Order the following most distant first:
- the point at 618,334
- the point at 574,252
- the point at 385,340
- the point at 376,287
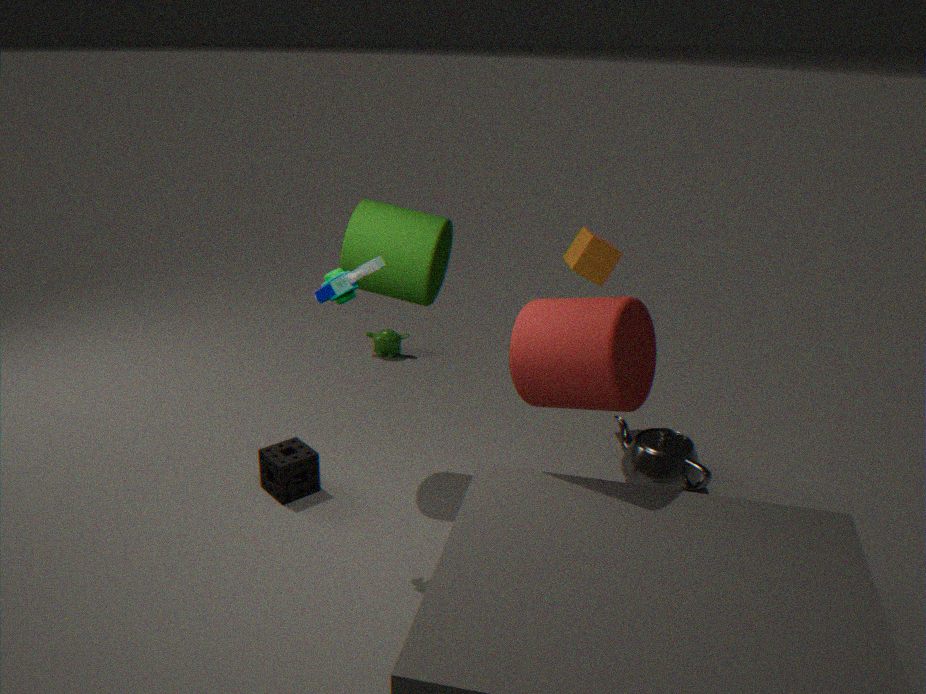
1. the point at 385,340
2. the point at 574,252
3. the point at 376,287
4. the point at 618,334
